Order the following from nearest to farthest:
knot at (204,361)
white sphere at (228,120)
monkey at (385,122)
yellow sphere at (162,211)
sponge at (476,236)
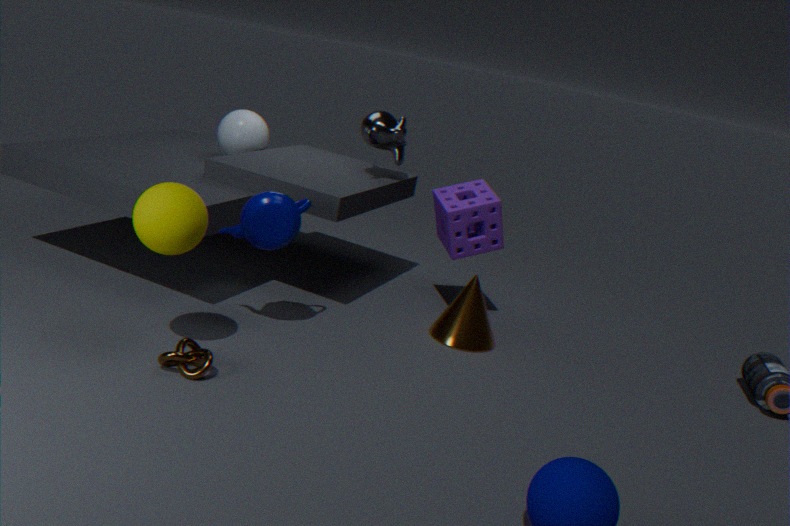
yellow sphere at (162,211)
knot at (204,361)
sponge at (476,236)
monkey at (385,122)
white sphere at (228,120)
